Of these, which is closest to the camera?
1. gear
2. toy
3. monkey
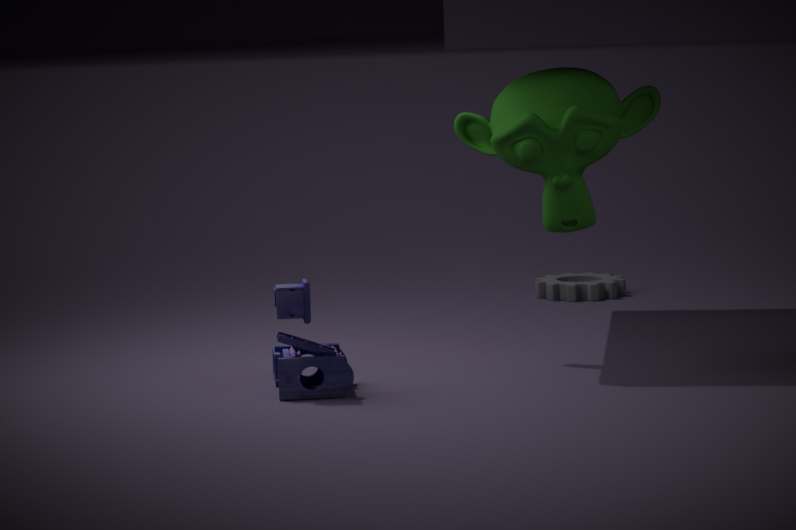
toy
